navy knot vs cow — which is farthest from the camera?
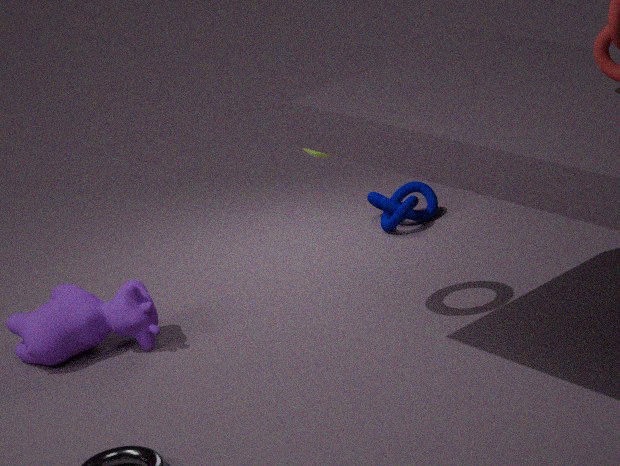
navy knot
